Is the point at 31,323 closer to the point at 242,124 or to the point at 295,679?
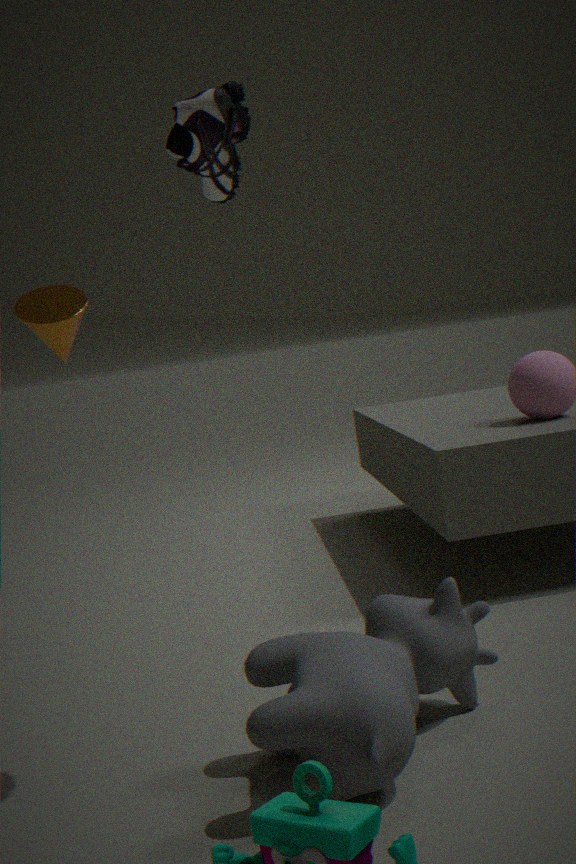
the point at 242,124
